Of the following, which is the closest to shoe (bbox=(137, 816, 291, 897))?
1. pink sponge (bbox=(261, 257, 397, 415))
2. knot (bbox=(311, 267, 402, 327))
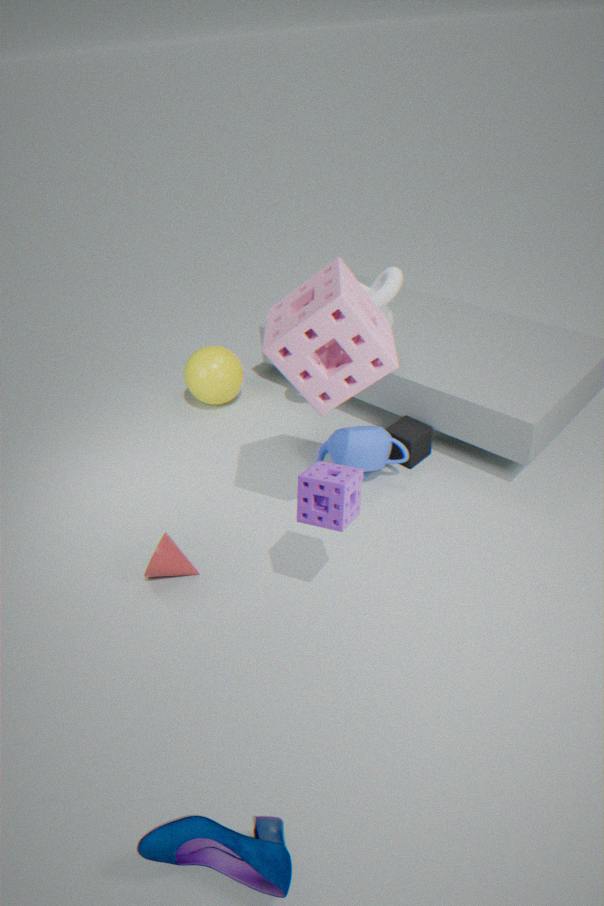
pink sponge (bbox=(261, 257, 397, 415))
